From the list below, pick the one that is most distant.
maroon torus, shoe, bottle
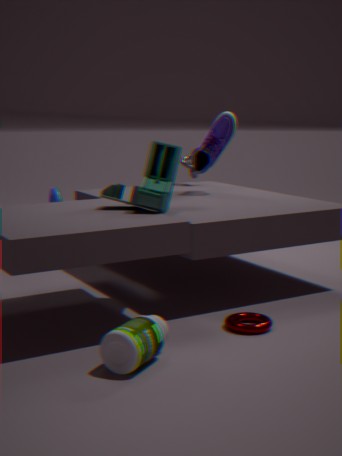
shoe
